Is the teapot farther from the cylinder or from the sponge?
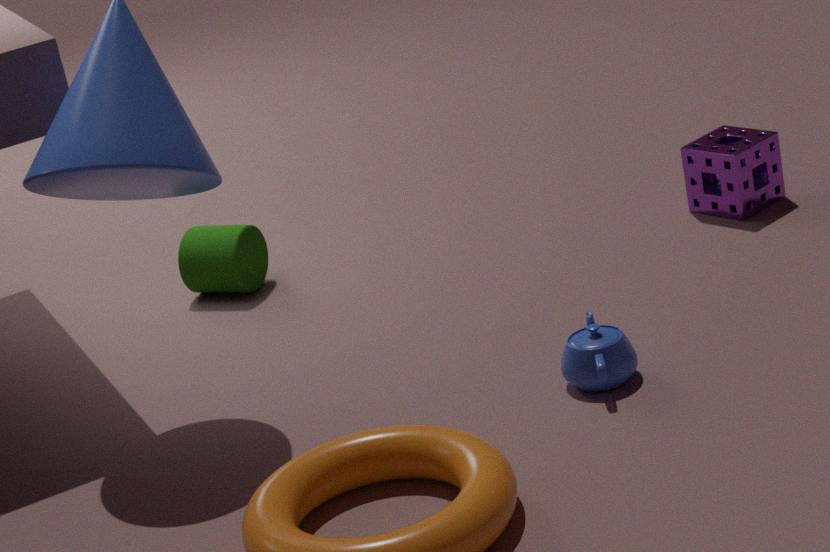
the cylinder
